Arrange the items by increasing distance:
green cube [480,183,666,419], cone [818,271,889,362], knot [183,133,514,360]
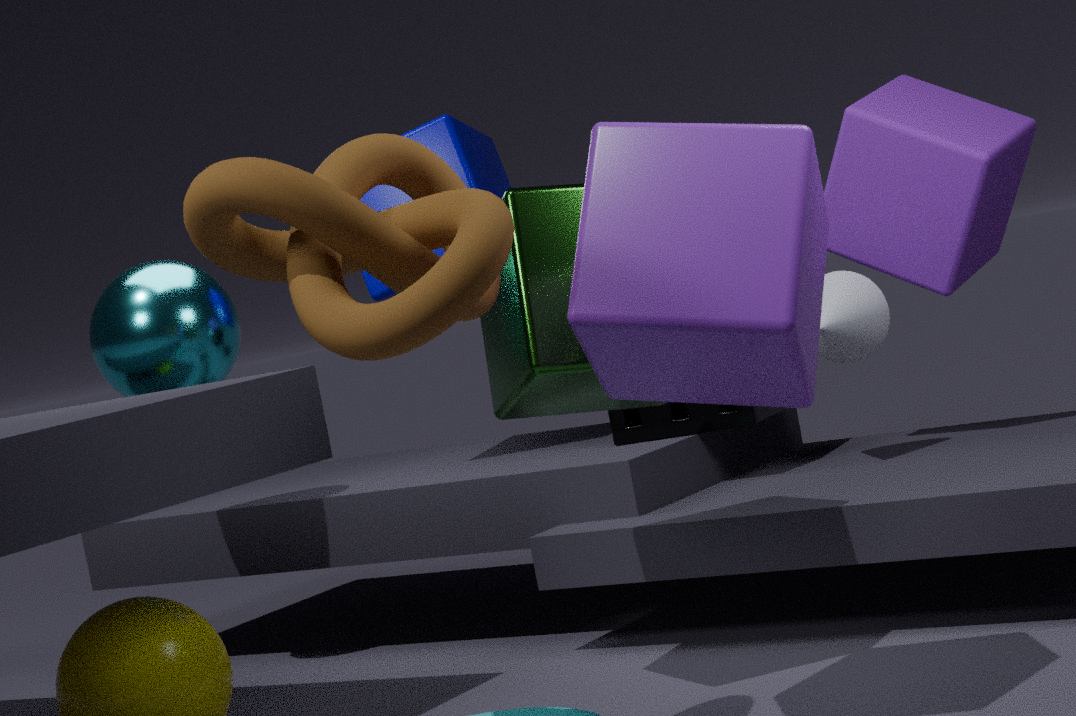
1. knot [183,133,514,360]
2. green cube [480,183,666,419]
3. cone [818,271,889,362]
